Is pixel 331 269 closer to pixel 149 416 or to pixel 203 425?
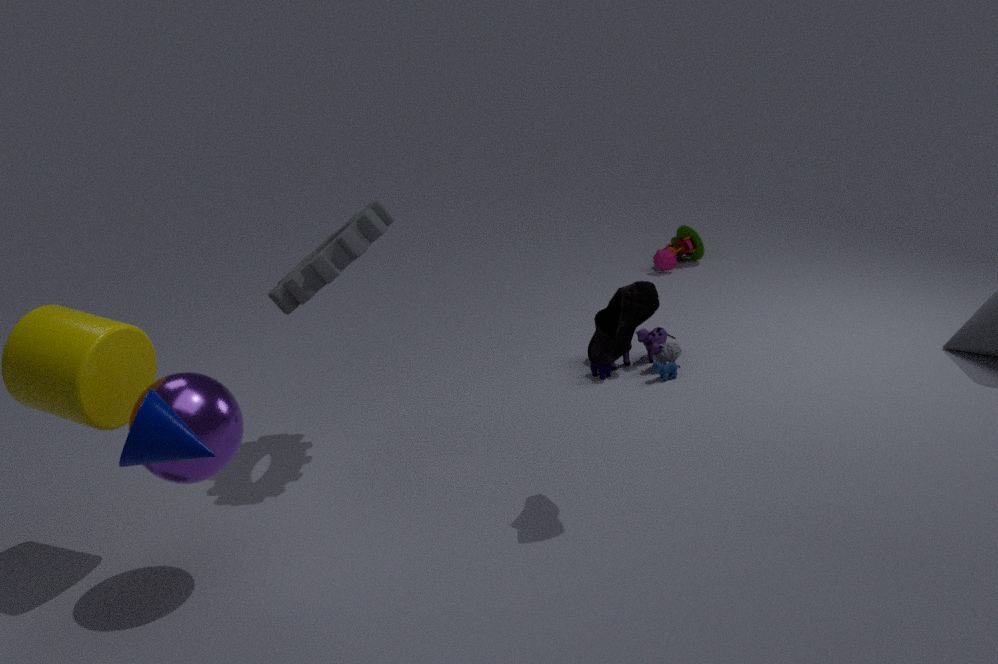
pixel 203 425
